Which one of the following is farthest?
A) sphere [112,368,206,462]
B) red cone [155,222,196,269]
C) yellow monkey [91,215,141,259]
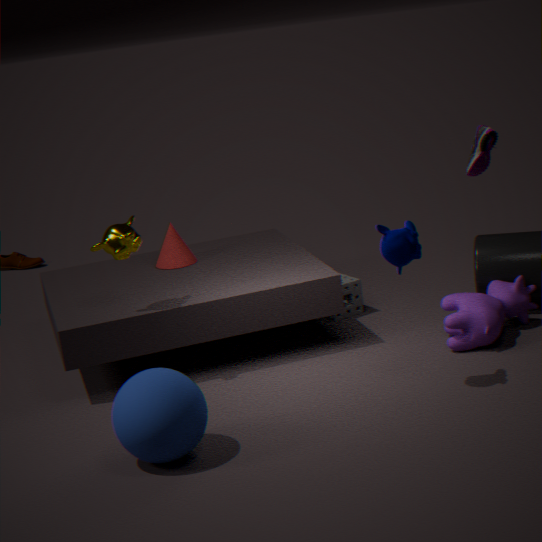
red cone [155,222,196,269]
